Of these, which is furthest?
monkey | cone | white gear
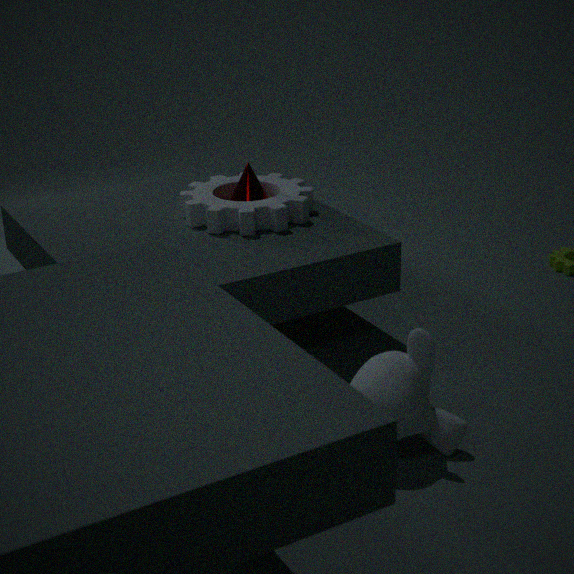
cone
